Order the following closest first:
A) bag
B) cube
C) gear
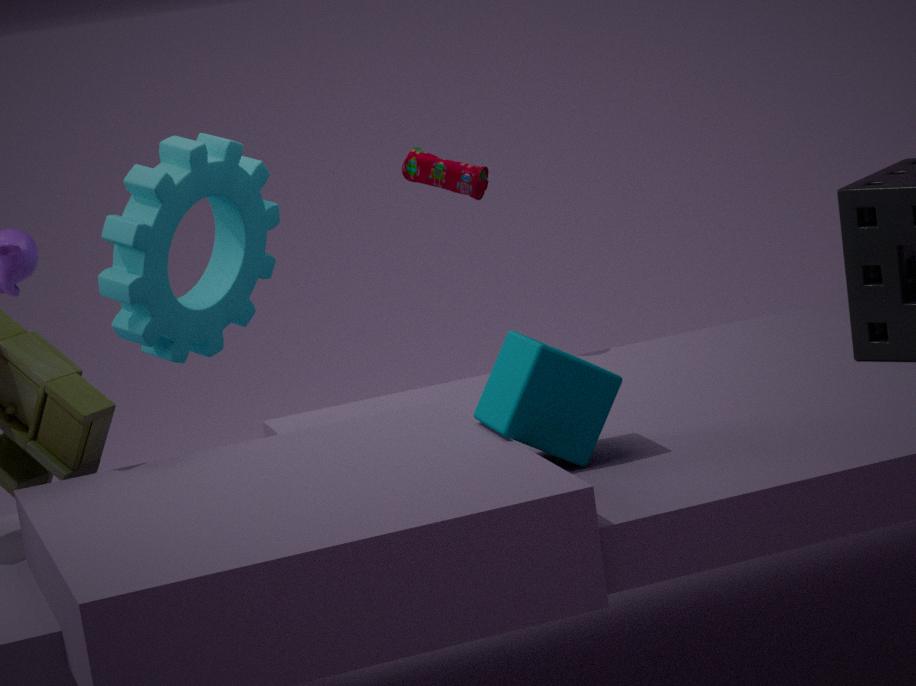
cube, bag, gear
